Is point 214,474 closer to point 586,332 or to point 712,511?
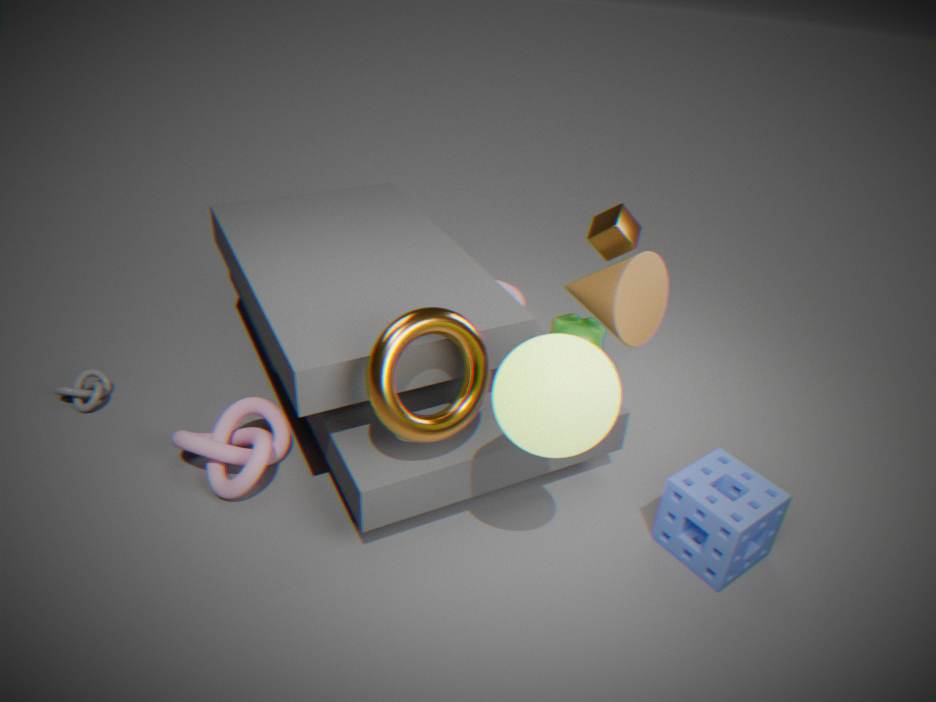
point 586,332
